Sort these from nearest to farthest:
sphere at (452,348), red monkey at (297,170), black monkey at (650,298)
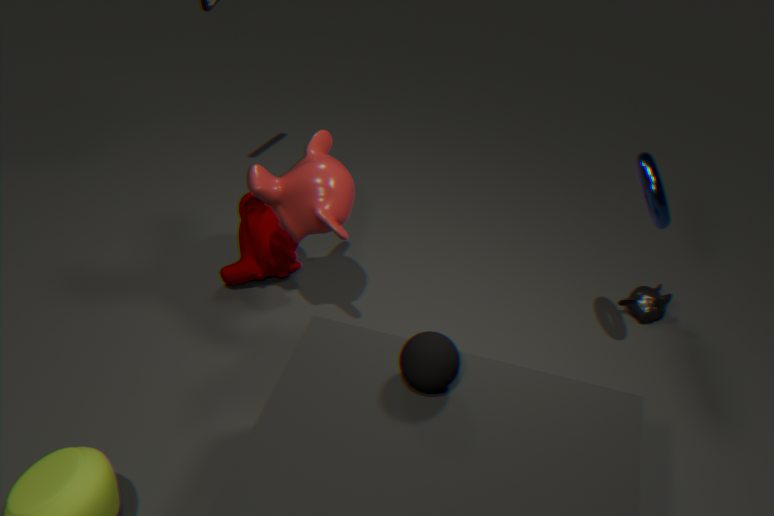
sphere at (452,348)
red monkey at (297,170)
black monkey at (650,298)
